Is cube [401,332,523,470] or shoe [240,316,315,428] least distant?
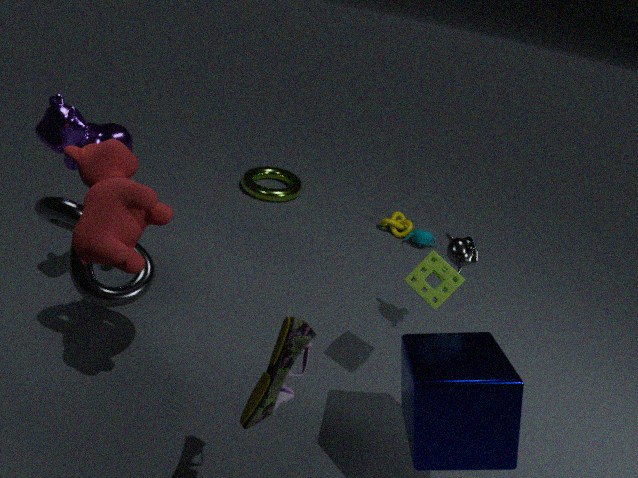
shoe [240,316,315,428]
